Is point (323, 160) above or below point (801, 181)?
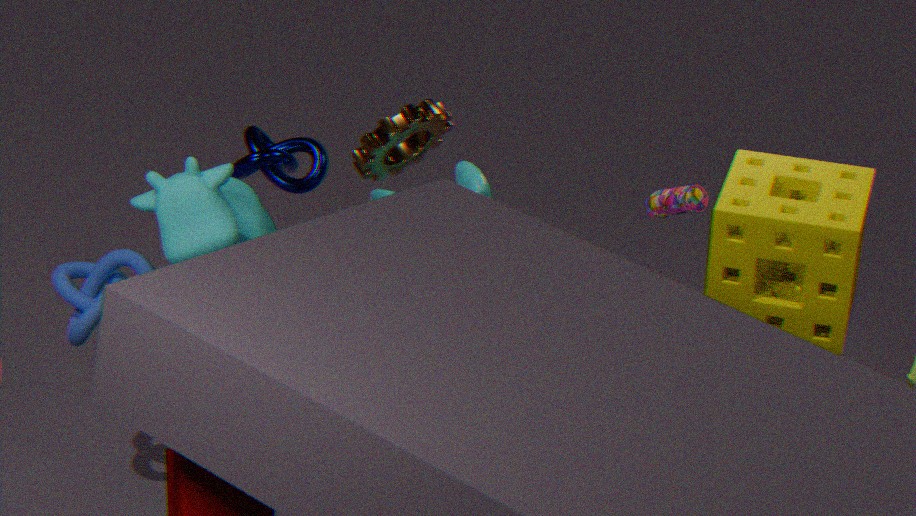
below
